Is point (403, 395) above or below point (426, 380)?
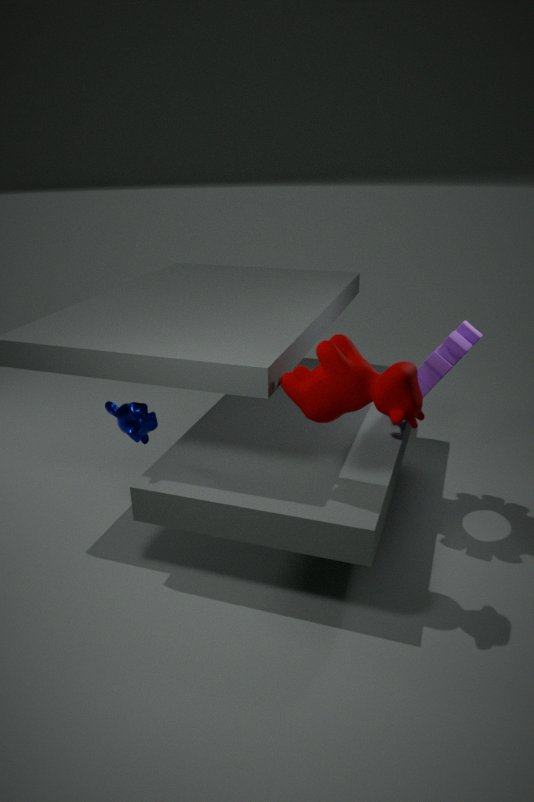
above
